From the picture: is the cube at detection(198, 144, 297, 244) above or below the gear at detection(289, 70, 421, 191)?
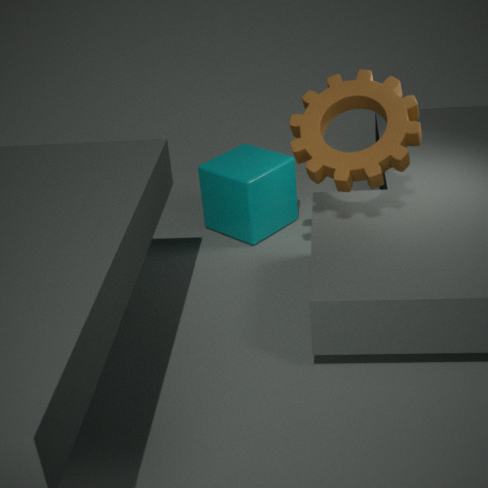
below
